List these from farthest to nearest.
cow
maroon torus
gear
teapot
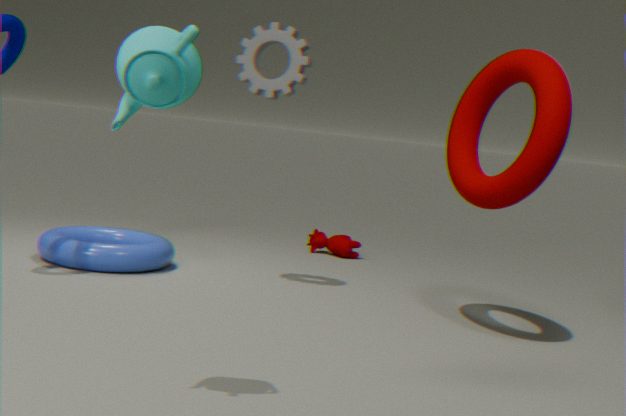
cow, gear, maroon torus, teapot
